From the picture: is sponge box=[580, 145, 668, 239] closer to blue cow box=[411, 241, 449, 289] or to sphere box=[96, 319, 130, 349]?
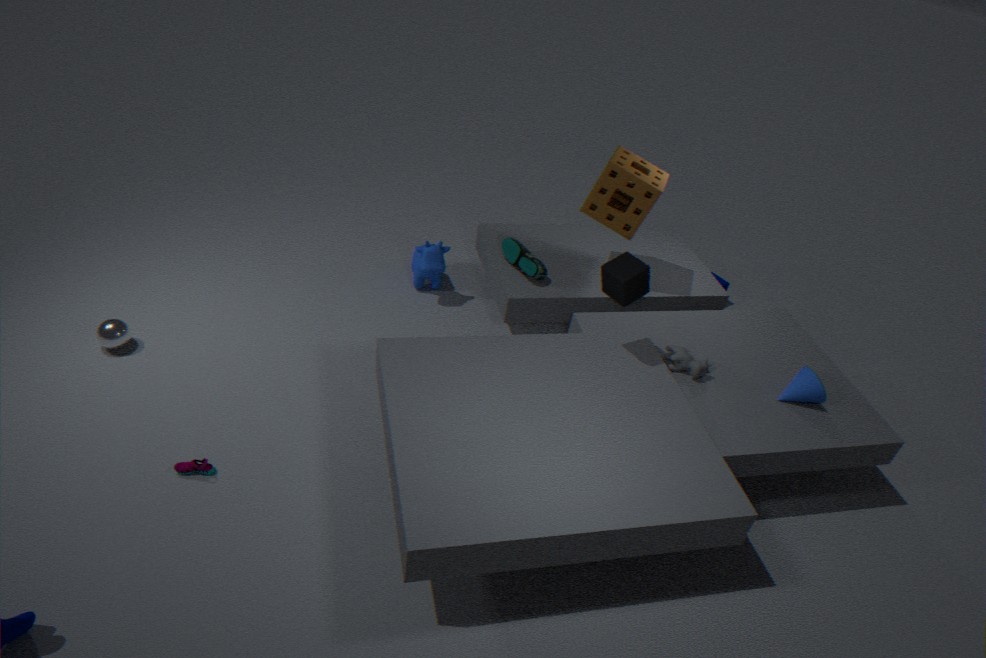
blue cow box=[411, 241, 449, 289]
